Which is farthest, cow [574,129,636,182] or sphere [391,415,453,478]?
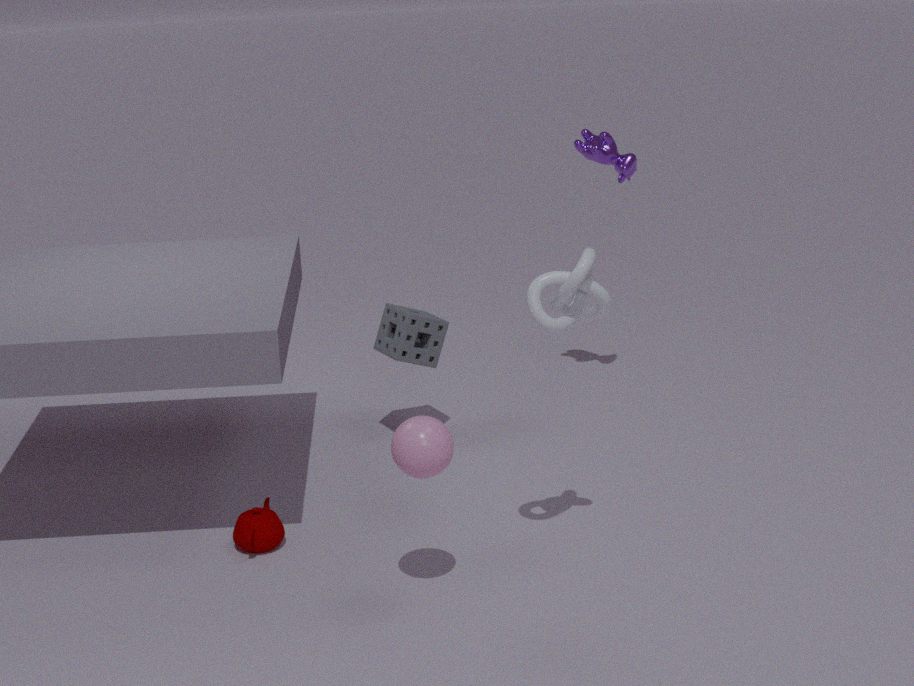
cow [574,129,636,182]
